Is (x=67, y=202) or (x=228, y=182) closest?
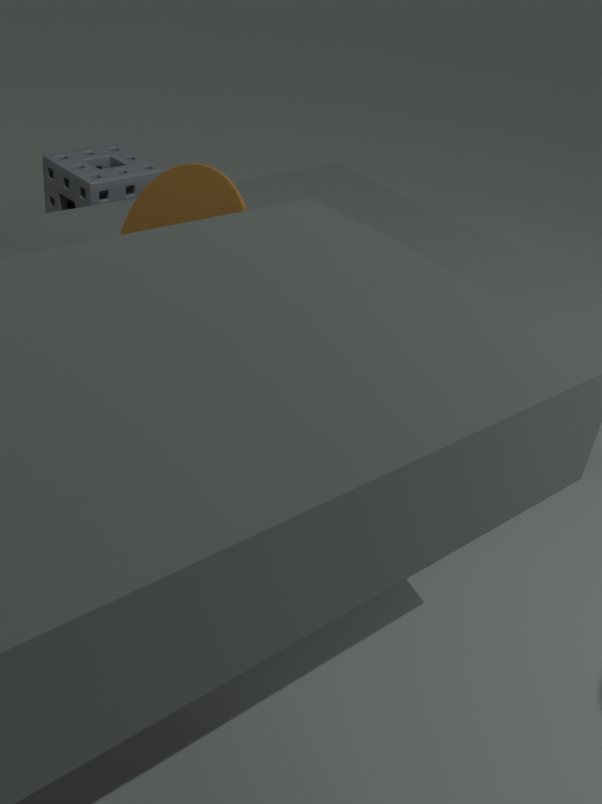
(x=228, y=182)
